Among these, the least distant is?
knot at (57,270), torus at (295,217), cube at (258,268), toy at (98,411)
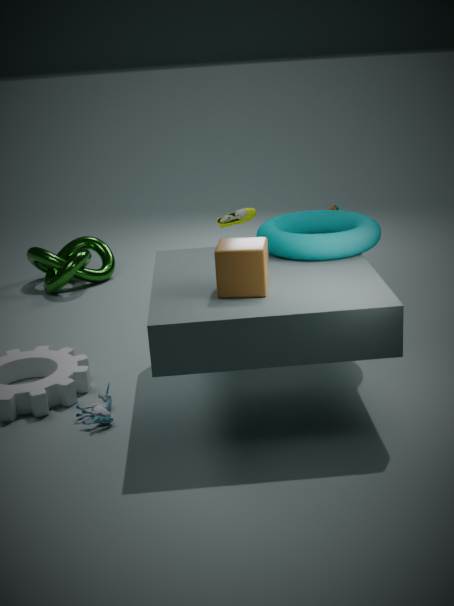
cube at (258,268)
